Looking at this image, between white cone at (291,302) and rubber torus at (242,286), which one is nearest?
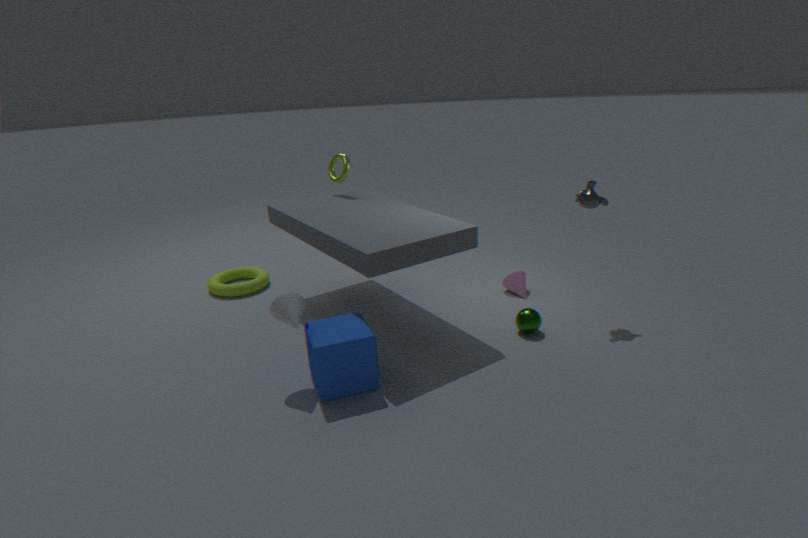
white cone at (291,302)
